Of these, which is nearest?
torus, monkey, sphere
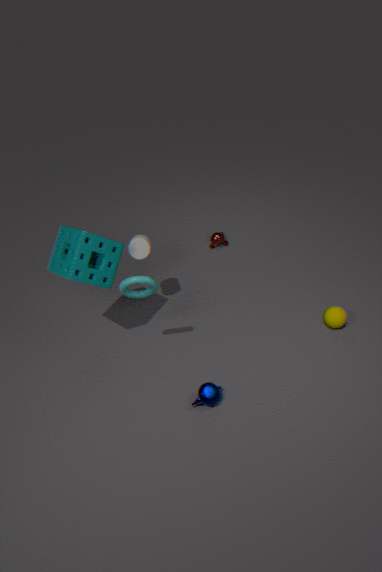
torus
